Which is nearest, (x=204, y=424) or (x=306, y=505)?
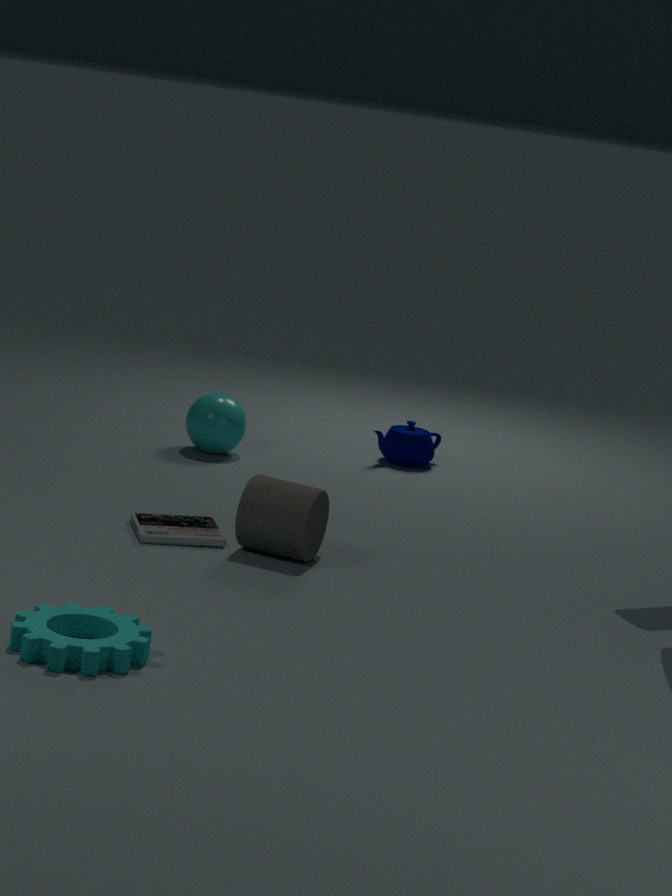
(x=306, y=505)
